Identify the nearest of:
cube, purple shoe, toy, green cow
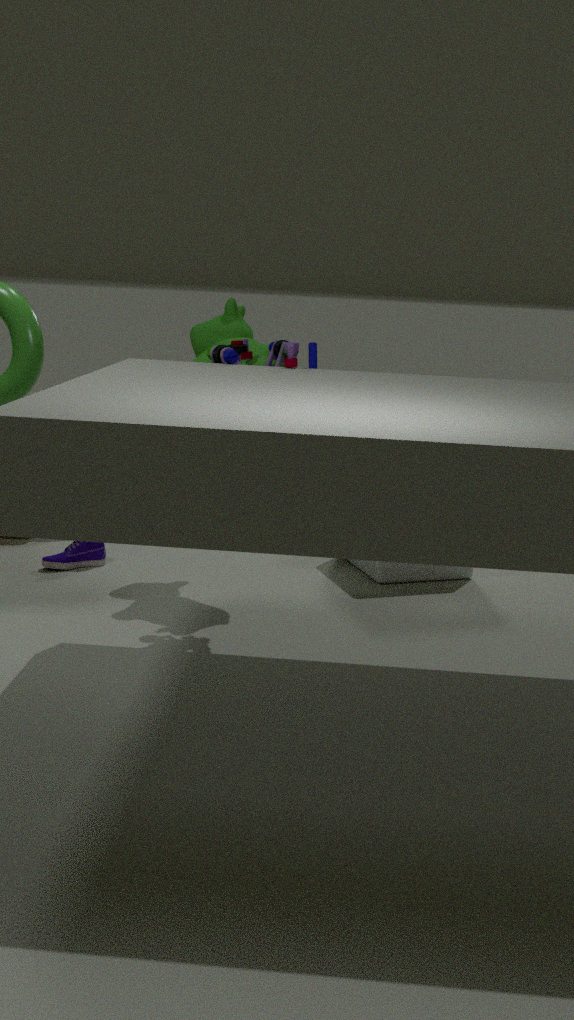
toy
